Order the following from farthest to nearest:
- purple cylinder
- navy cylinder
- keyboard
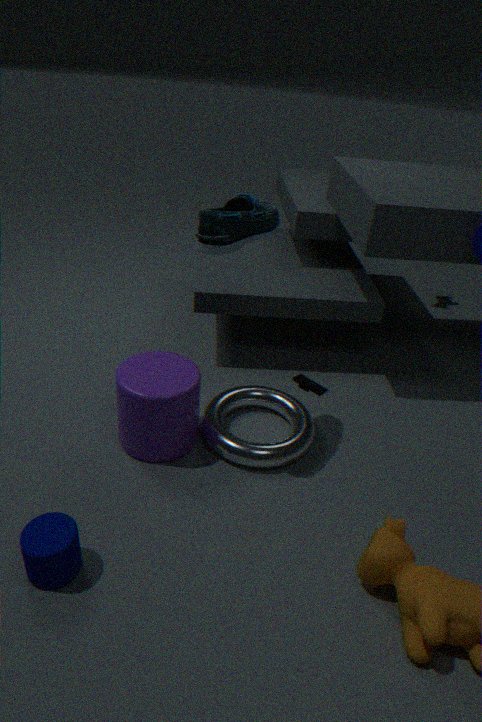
keyboard, purple cylinder, navy cylinder
